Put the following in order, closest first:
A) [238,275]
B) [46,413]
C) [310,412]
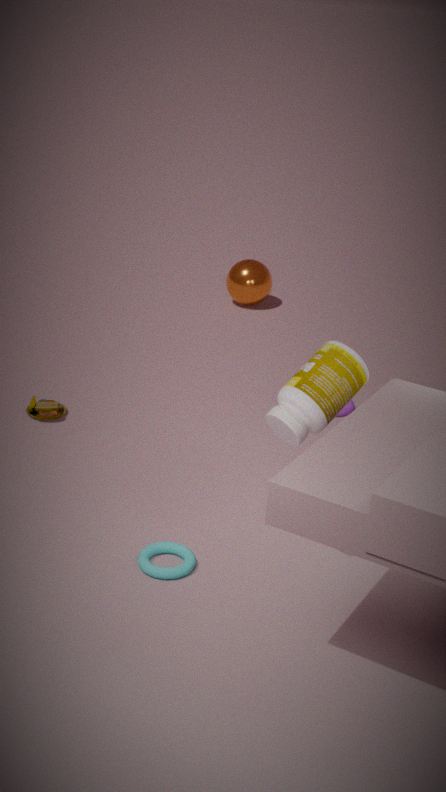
[310,412], [46,413], [238,275]
